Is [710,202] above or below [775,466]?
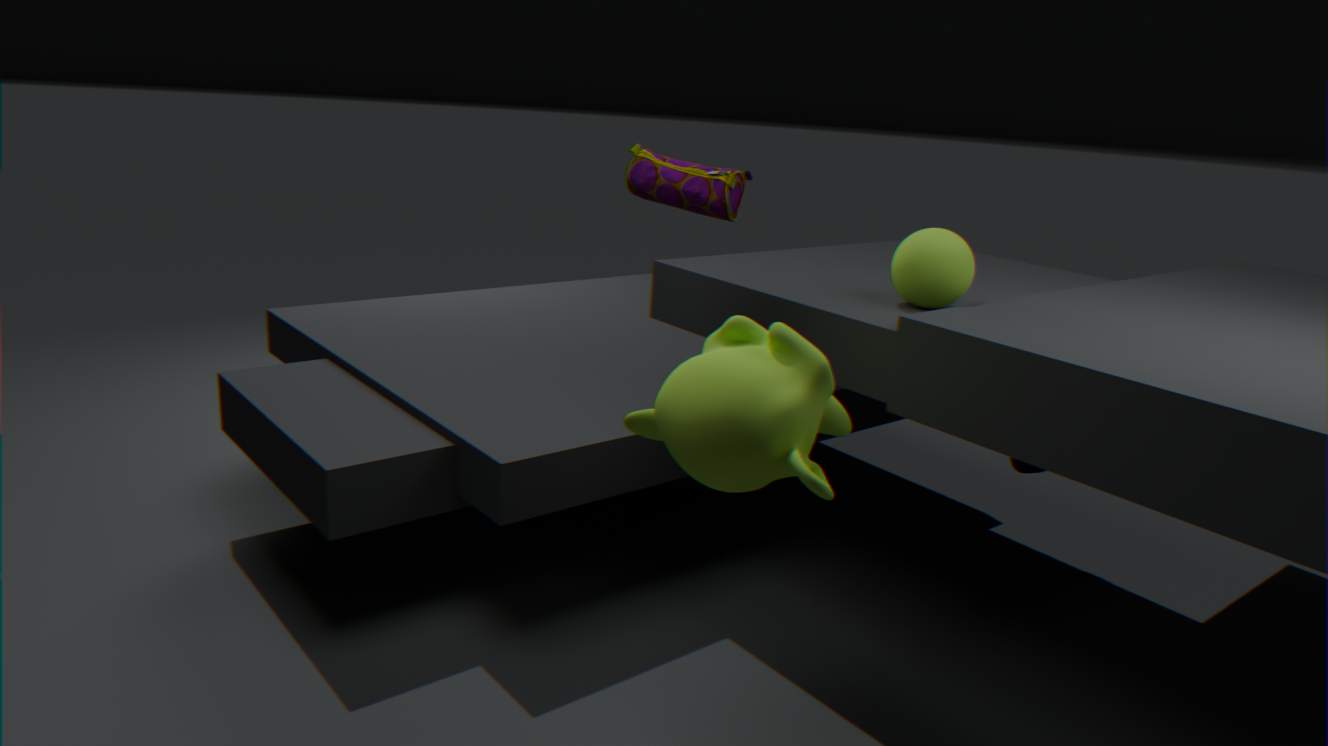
above
